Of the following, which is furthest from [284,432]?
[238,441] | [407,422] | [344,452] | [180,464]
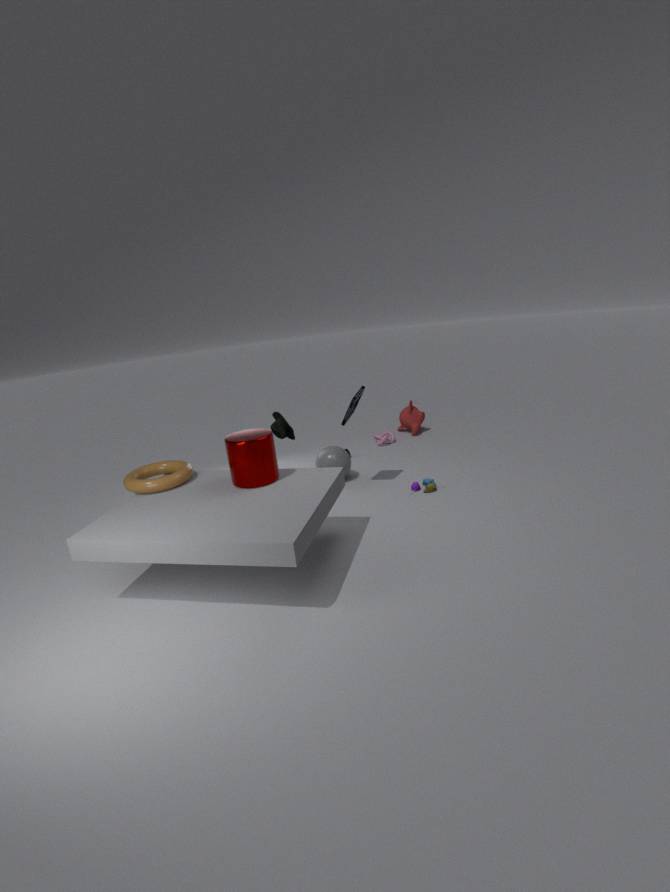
[407,422]
